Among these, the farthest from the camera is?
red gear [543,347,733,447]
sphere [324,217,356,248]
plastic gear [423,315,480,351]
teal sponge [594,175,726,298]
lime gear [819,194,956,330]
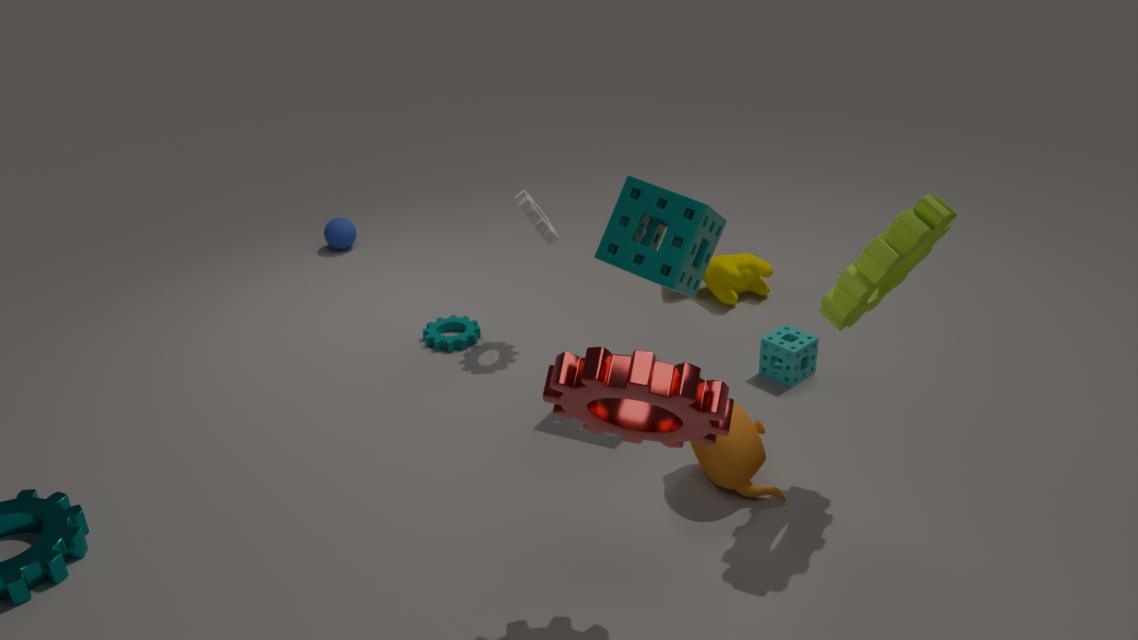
sphere [324,217,356,248]
